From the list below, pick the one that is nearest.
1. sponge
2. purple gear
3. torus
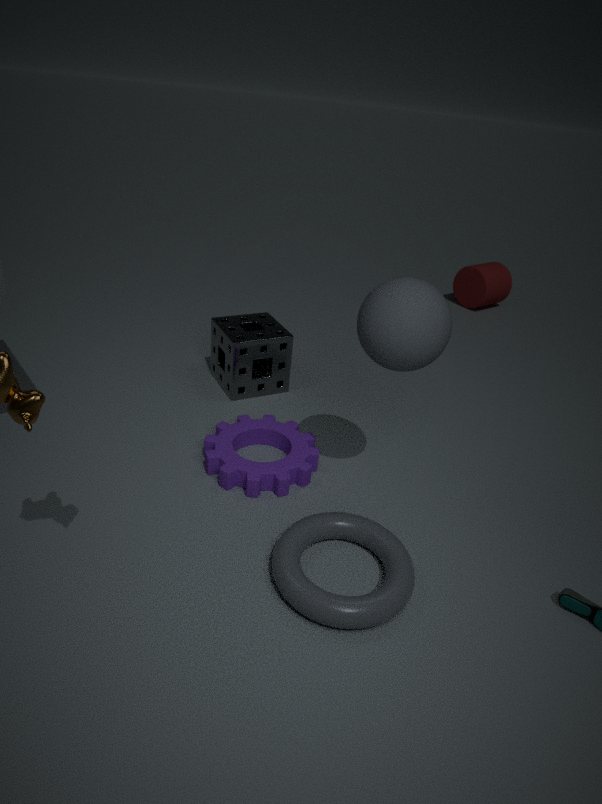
torus
